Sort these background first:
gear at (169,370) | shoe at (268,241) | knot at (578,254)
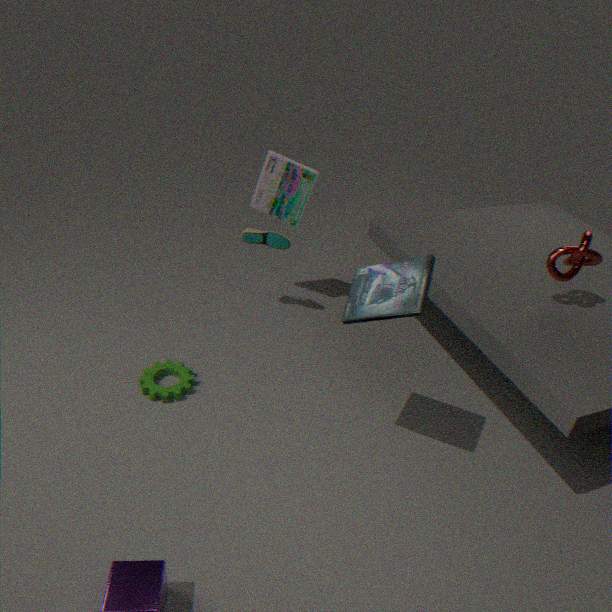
shoe at (268,241) < gear at (169,370) < knot at (578,254)
